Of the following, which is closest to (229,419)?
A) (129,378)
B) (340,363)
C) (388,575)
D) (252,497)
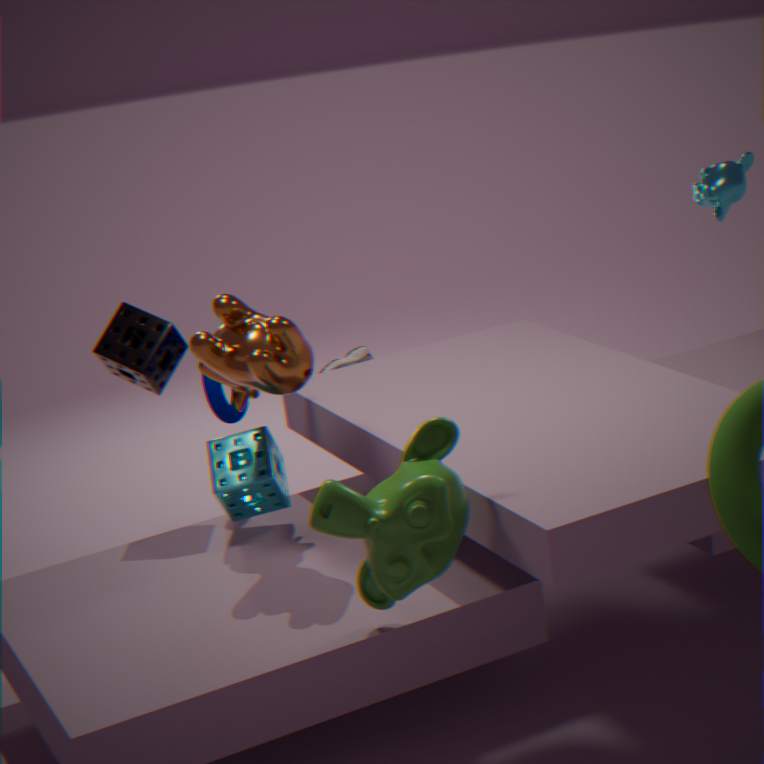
(129,378)
